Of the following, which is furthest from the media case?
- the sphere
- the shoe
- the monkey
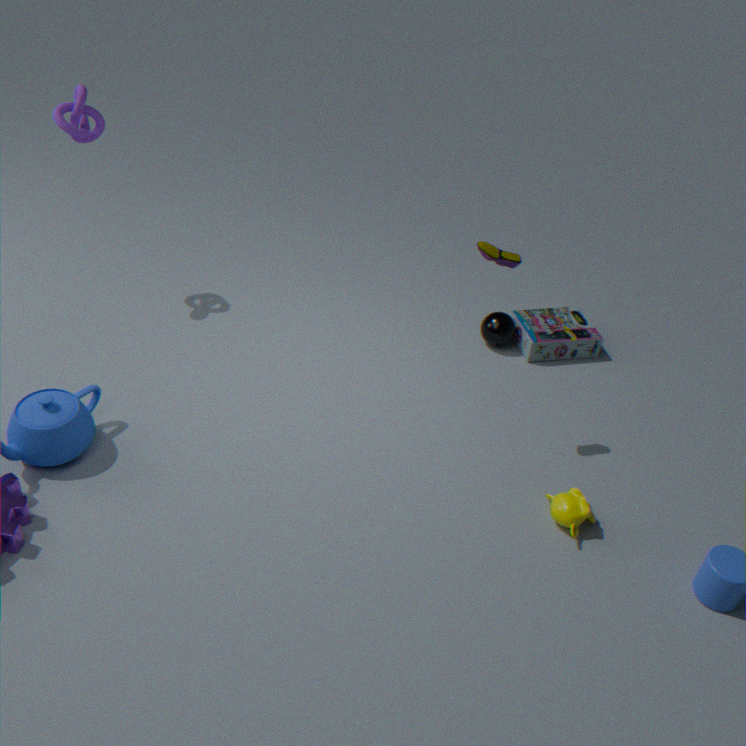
the monkey
